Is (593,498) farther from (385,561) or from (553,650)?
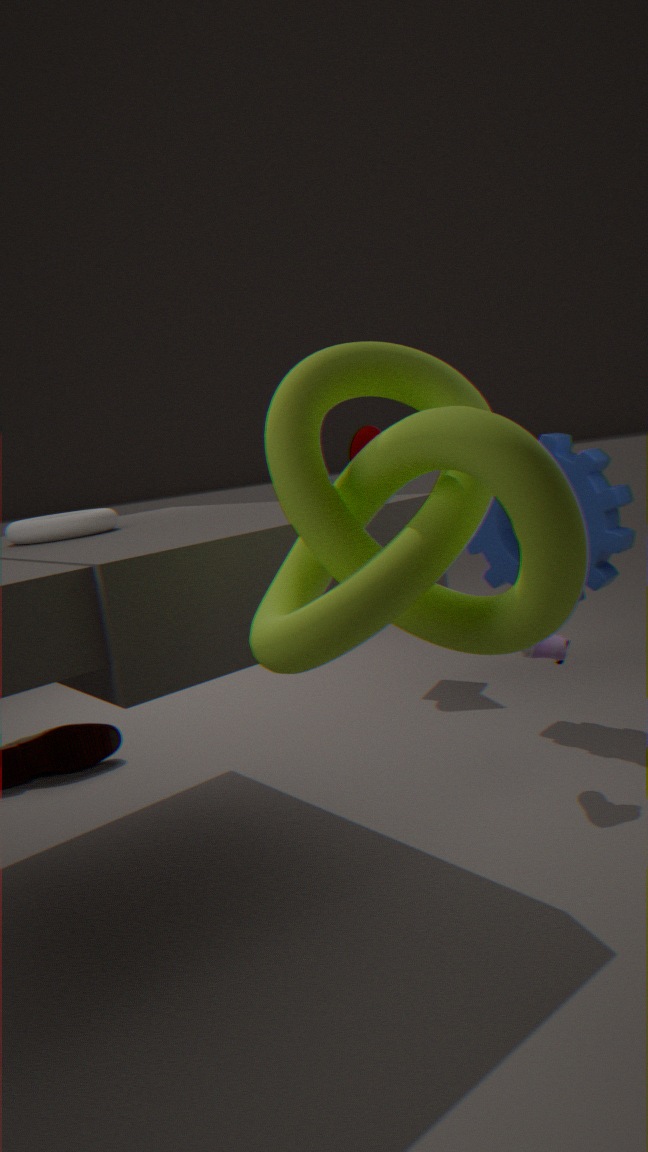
(385,561)
